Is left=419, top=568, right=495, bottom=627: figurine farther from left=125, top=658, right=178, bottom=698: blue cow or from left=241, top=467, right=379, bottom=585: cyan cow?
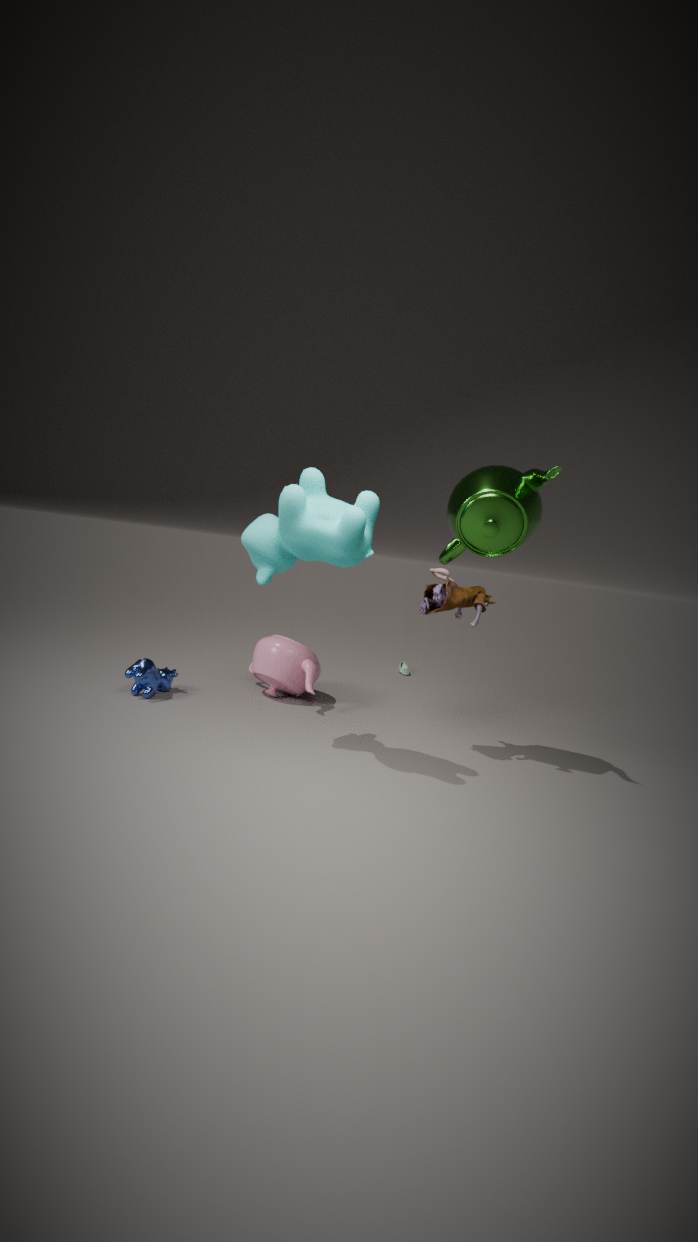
left=125, top=658, right=178, bottom=698: blue cow
